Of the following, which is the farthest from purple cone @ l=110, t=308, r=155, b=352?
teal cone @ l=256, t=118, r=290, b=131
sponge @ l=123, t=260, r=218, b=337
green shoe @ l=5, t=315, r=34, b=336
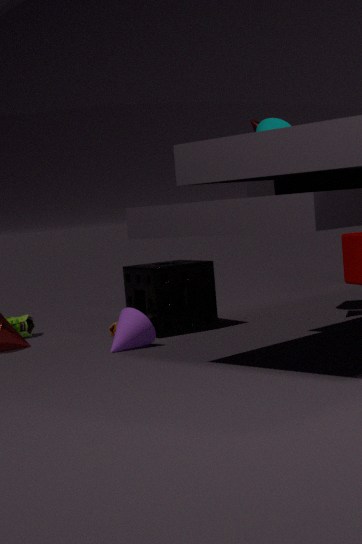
teal cone @ l=256, t=118, r=290, b=131
